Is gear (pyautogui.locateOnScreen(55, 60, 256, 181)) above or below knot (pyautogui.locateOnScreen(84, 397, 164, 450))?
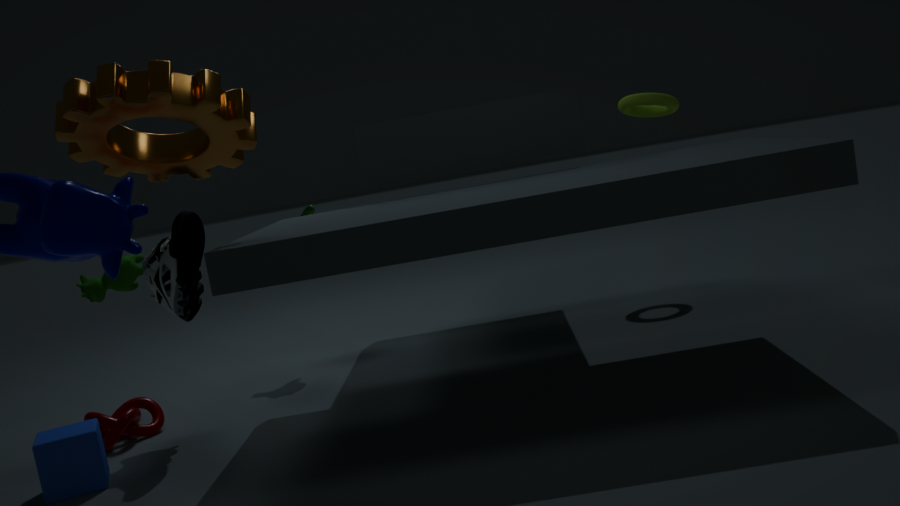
above
